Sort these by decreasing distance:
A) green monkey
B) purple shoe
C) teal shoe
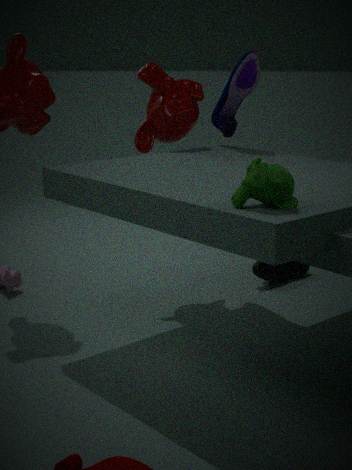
teal shoe < purple shoe < green monkey
